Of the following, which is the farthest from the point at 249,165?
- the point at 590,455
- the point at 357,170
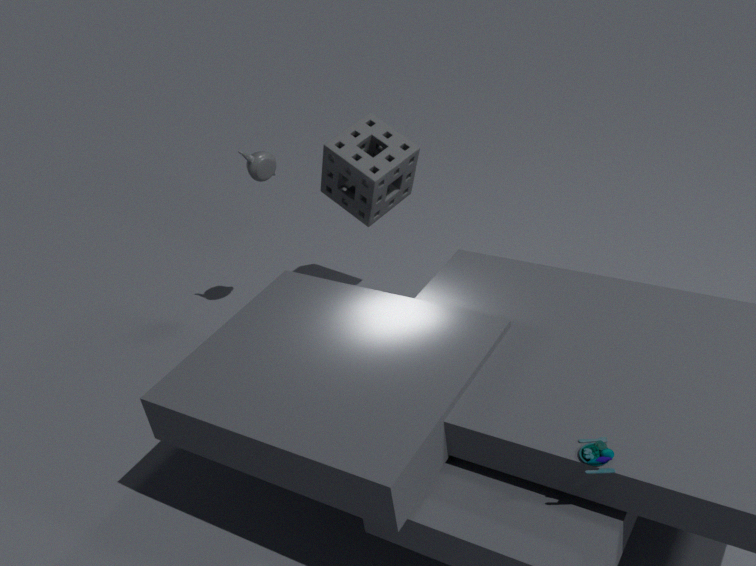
the point at 590,455
